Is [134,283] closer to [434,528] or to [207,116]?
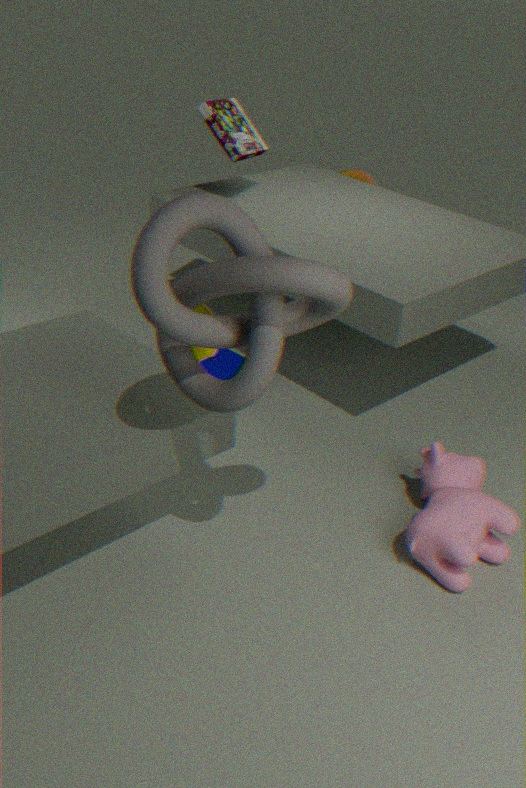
[434,528]
